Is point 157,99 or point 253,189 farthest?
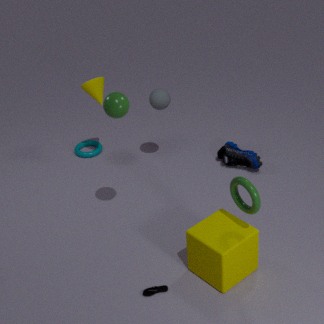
point 157,99
